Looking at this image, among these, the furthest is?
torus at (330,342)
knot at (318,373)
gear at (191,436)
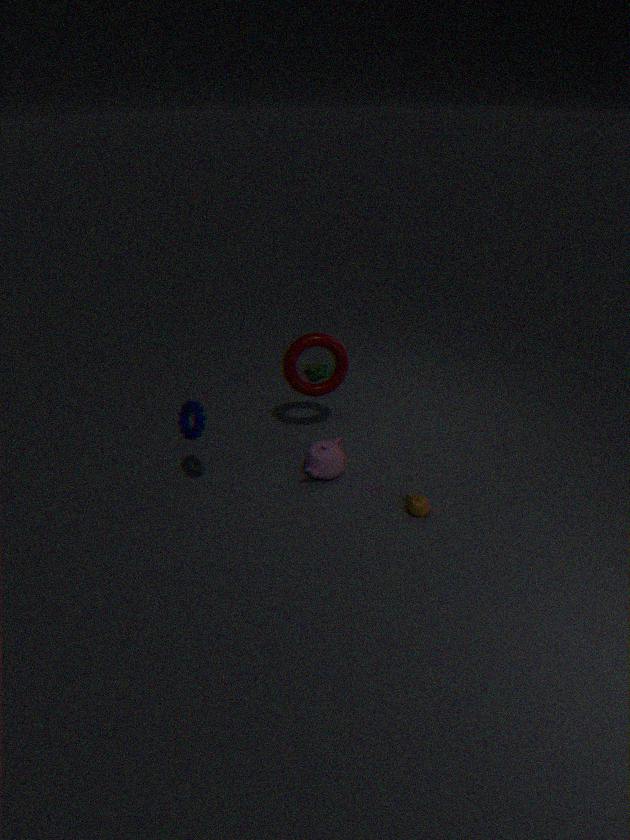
knot at (318,373)
